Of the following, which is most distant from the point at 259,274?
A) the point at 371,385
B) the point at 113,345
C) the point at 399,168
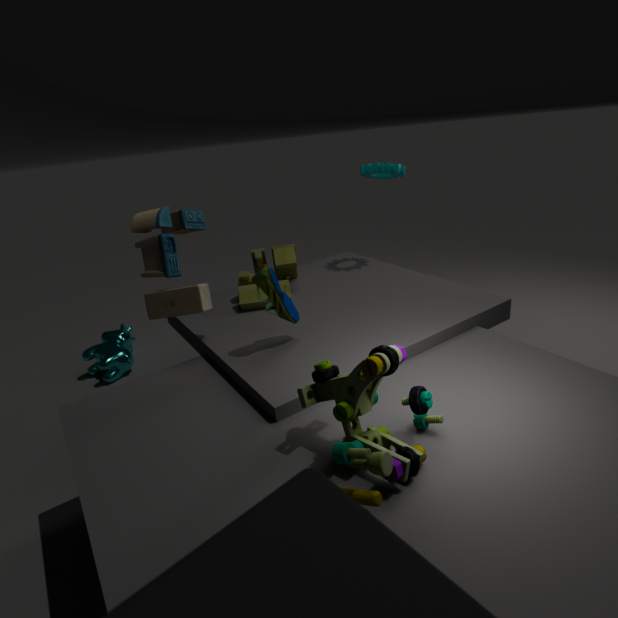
the point at 113,345
